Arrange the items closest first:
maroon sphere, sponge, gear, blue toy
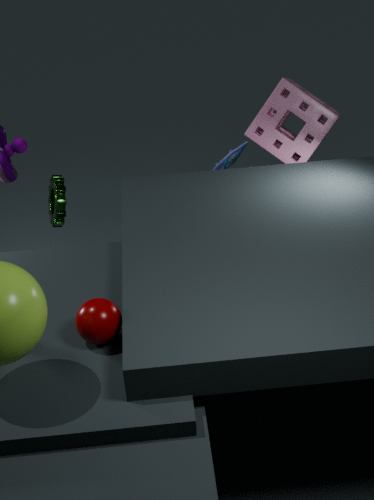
maroon sphere
gear
sponge
blue toy
